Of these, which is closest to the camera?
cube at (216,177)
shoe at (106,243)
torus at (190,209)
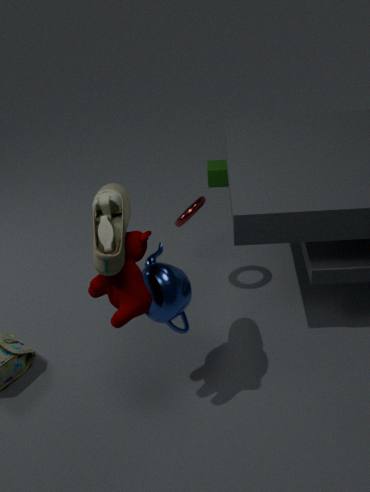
shoe at (106,243)
